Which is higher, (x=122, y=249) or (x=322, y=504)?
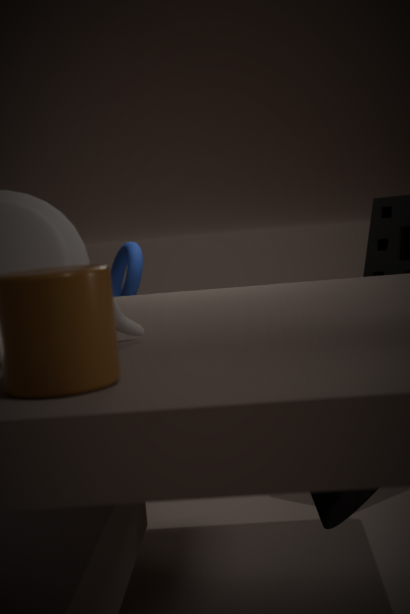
Answer: (x=122, y=249)
